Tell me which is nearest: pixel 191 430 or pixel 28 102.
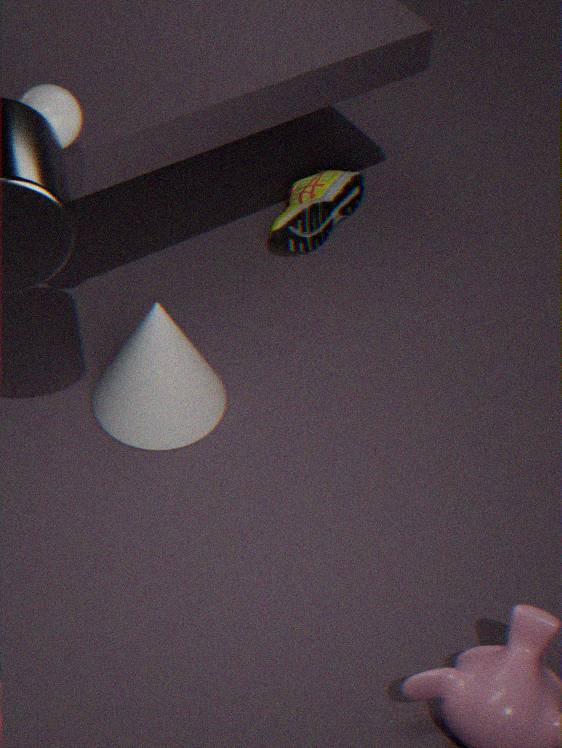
pixel 28 102
